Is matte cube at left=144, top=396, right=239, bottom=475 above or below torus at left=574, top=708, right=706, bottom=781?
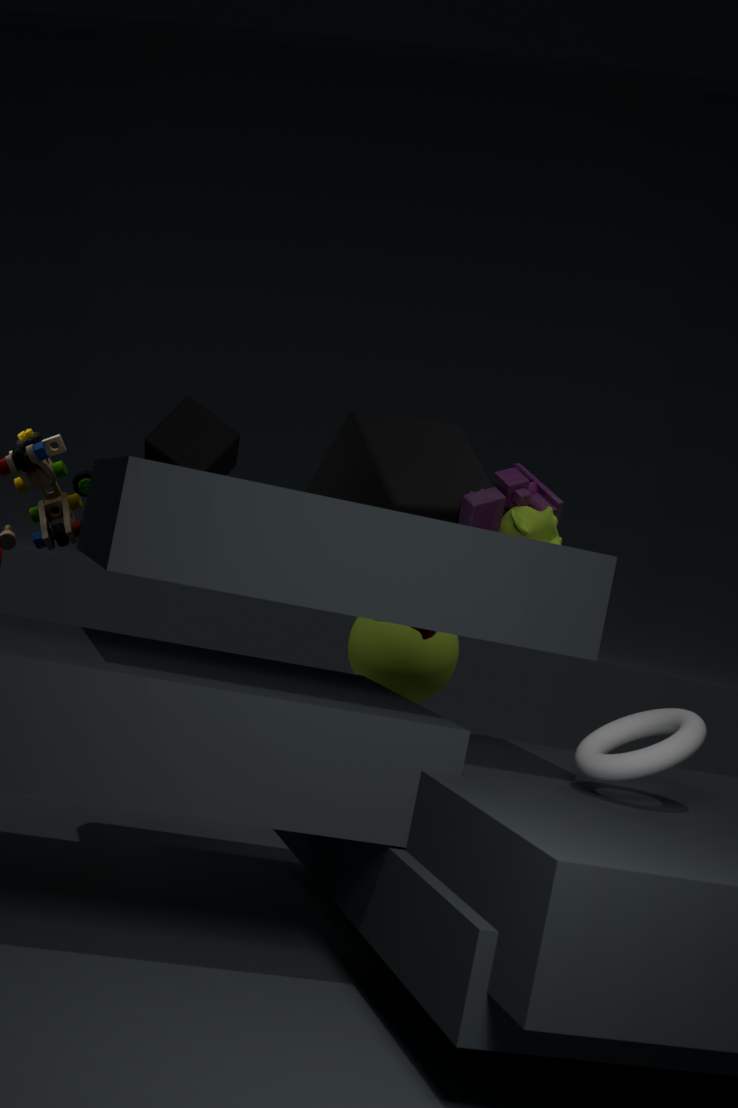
above
